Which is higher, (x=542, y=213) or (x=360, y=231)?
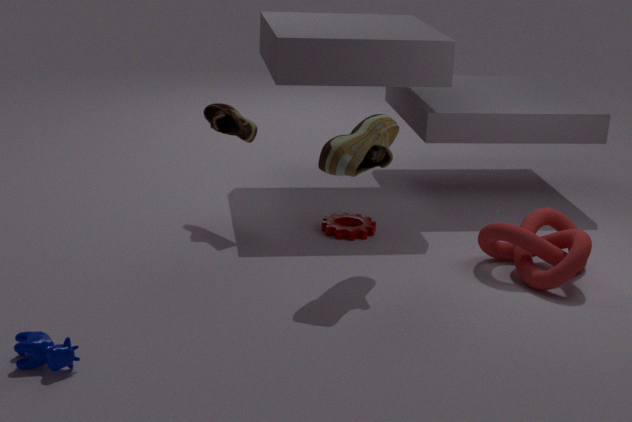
(x=542, y=213)
